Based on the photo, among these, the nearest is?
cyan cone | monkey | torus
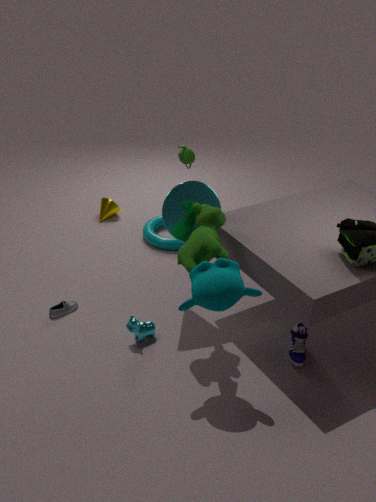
monkey
